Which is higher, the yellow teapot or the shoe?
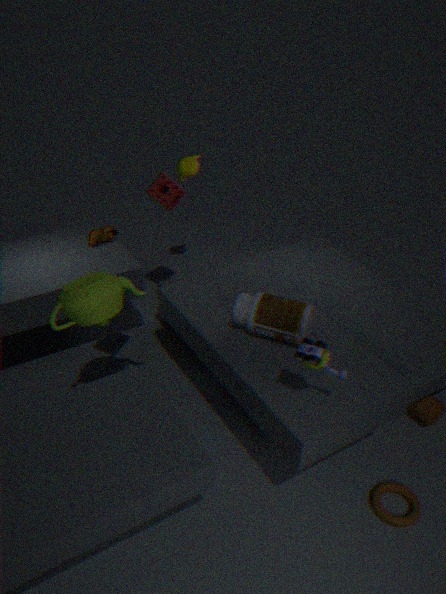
the yellow teapot
